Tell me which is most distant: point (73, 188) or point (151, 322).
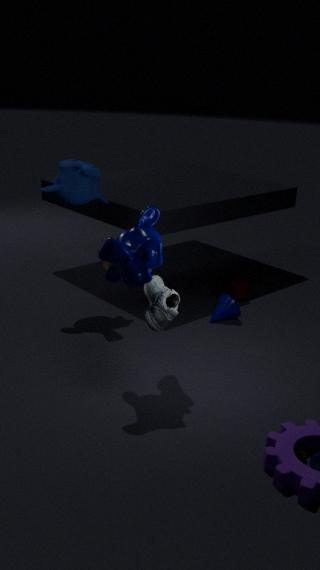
point (73, 188)
